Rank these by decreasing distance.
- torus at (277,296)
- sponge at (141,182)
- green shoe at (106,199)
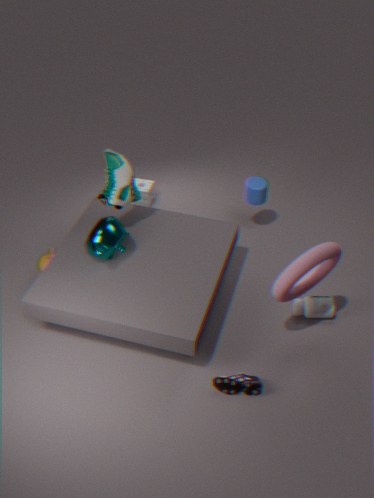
1. sponge at (141,182)
2. green shoe at (106,199)
3. torus at (277,296)
